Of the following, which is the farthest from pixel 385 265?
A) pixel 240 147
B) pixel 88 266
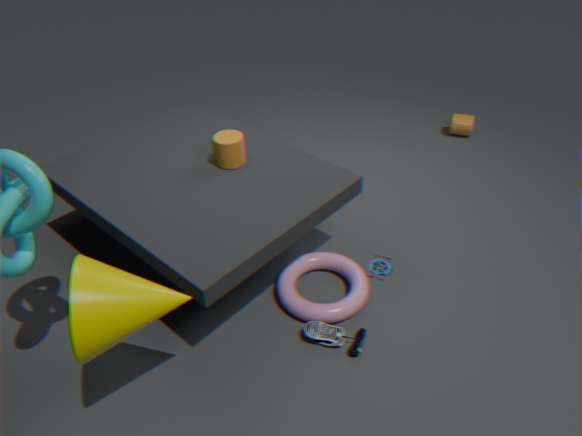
pixel 88 266
